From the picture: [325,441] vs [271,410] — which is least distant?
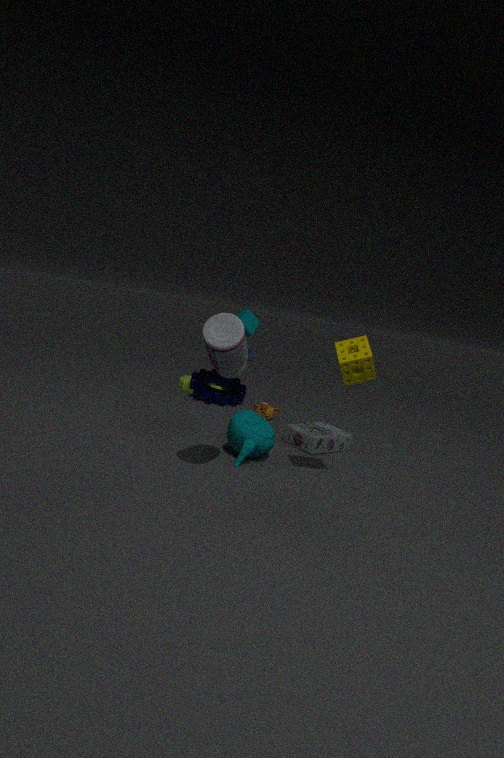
[325,441]
